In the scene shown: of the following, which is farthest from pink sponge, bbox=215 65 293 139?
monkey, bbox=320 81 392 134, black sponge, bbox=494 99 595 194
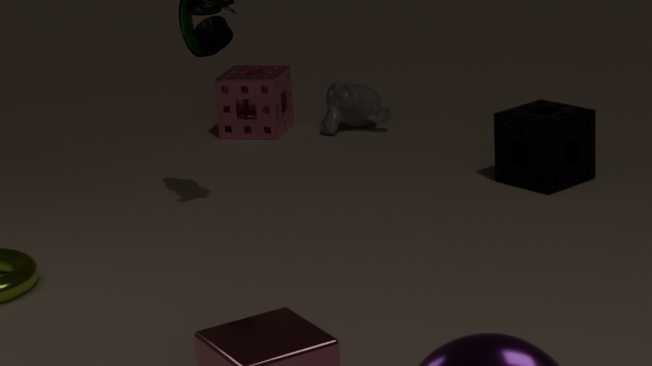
black sponge, bbox=494 99 595 194
